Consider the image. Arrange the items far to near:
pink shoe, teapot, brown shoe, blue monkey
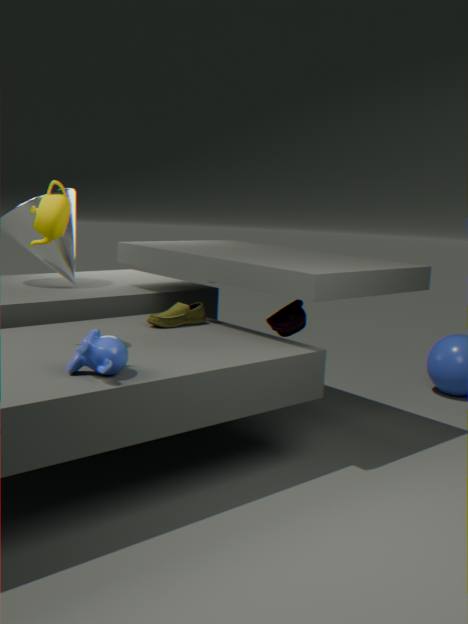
pink shoe < brown shoe < teapot < blue monkey
